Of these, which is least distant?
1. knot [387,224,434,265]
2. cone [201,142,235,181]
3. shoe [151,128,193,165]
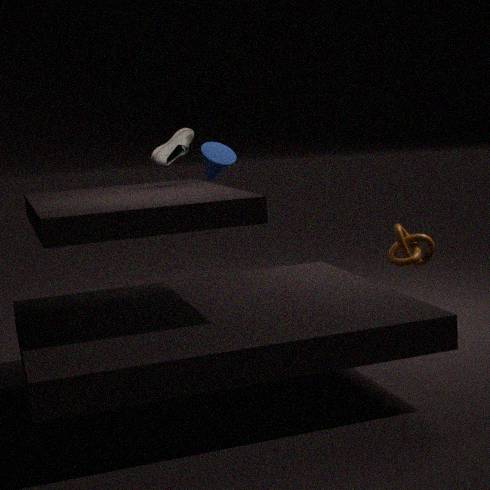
shoe [151,128,193,165]
